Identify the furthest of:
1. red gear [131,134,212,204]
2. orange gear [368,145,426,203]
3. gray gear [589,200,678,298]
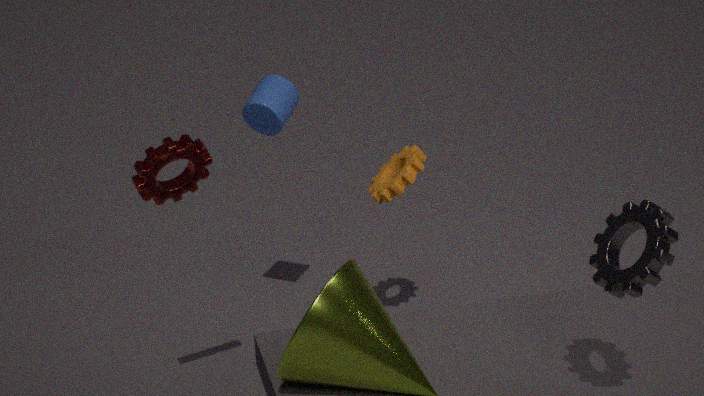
orange gear [368,145,426,203]
